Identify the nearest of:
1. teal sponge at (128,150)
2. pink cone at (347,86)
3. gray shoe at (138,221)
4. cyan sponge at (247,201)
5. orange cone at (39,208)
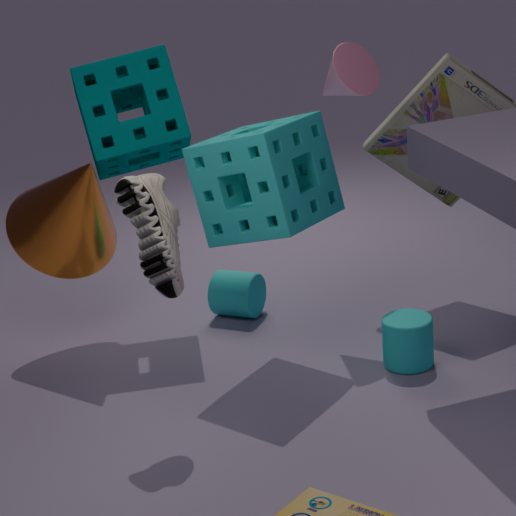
gray shoe at (138,221)
